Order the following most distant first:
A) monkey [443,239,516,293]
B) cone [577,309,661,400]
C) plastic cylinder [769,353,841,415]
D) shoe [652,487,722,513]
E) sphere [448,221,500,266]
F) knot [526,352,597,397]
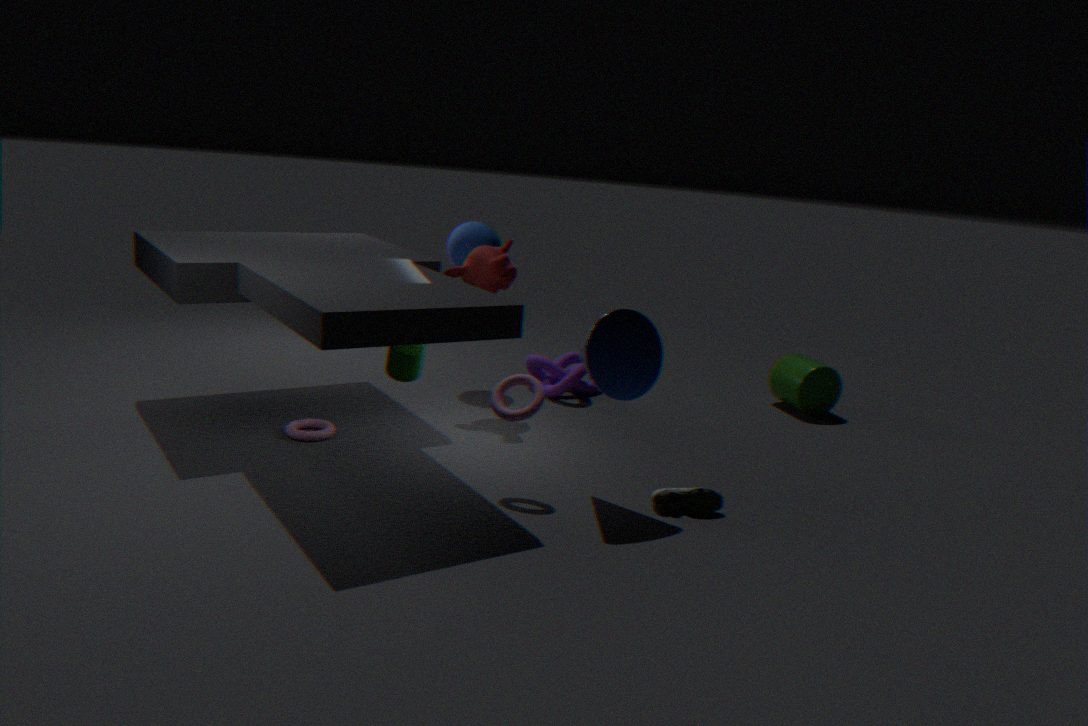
plastic cylinder [769,353,841,415] < knot [526,352,597,397] < sphere [448,221,500,266] < monkey [443,239,516,293] < shoe [652,487,722,513] < cone [577,309,661,400]
